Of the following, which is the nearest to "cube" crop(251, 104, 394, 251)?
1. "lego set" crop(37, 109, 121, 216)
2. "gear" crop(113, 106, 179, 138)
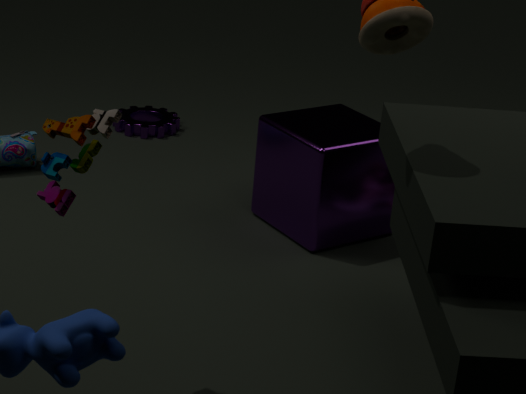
"gear" crop(113, 106, 179, 138)
